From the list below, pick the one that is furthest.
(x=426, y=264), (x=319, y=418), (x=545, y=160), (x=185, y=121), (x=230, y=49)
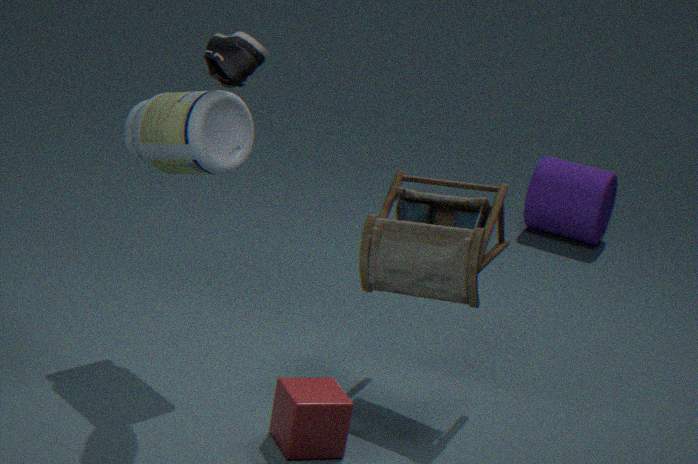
(x=545, y=160)
